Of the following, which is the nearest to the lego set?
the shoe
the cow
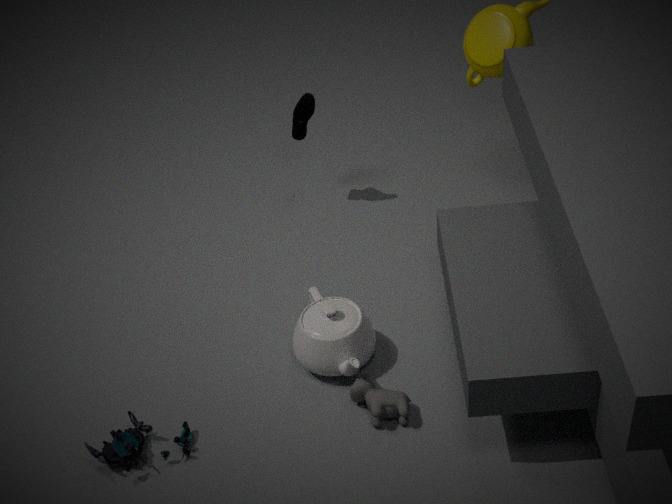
the cow
